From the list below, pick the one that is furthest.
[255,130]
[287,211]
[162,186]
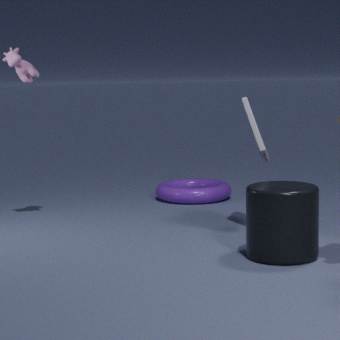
[162,186]
